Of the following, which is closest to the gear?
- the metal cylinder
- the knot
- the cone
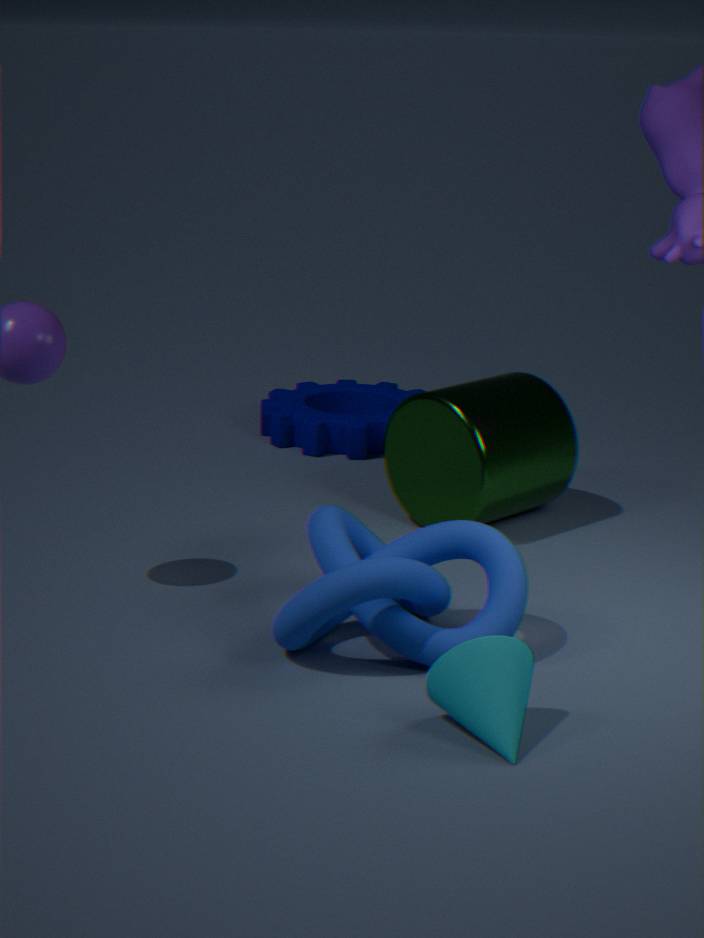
the metal cylinder
